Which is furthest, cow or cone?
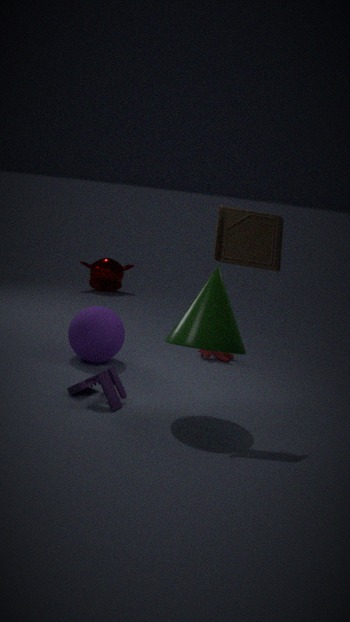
cow
